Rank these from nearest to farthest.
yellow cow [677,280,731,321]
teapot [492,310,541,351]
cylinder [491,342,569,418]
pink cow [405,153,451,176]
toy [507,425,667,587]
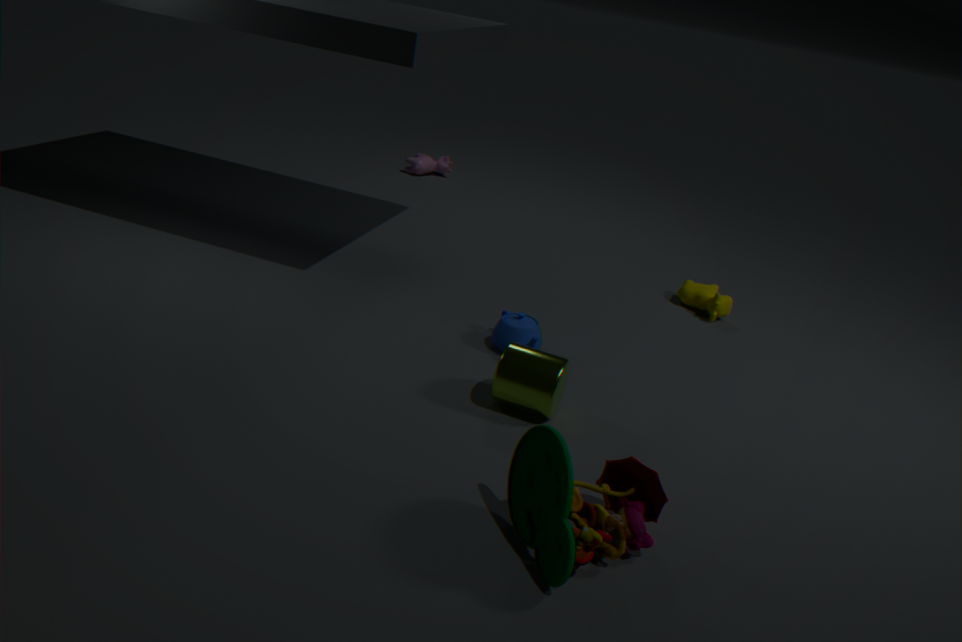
toy [507,425,667,587] < cylinder [491,342,569,418] < teapot [492,310,541,351] < yellow cow [677,280,731,321] < pink cow [405,153,451,176]
